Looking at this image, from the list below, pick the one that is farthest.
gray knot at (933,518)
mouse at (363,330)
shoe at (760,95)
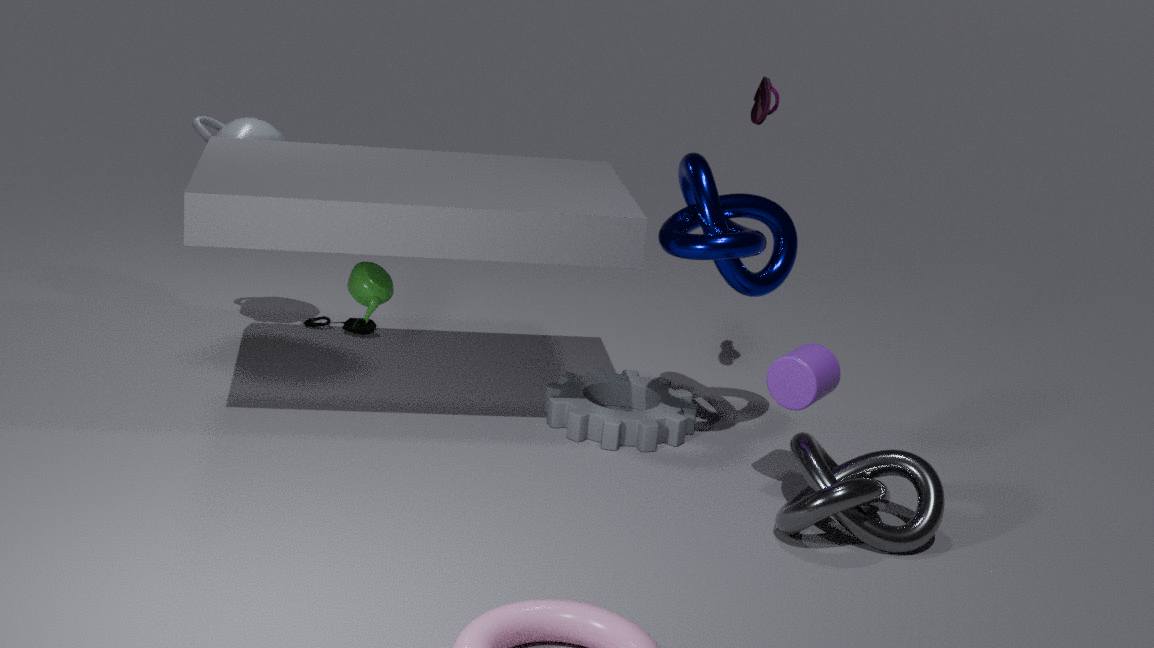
mouse at (363,330)
